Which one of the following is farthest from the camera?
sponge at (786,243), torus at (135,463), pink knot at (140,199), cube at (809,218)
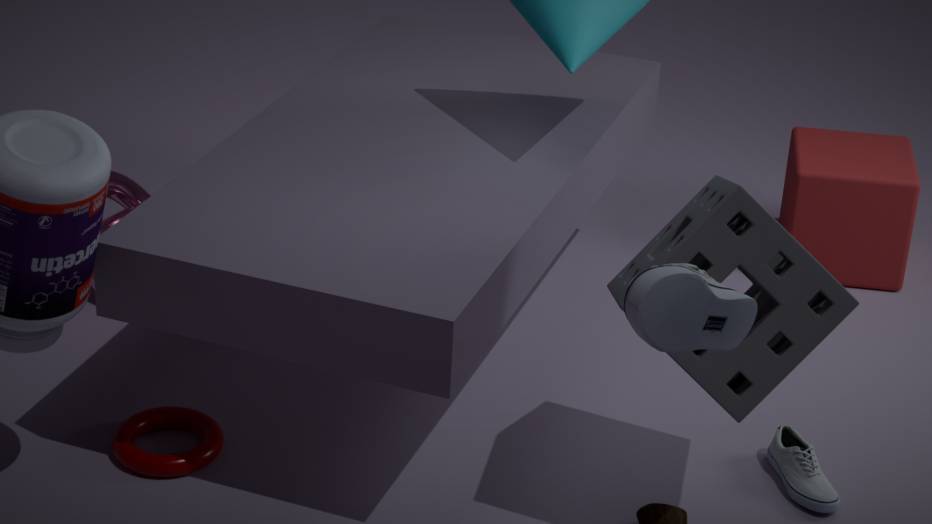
cube at (809,218)
